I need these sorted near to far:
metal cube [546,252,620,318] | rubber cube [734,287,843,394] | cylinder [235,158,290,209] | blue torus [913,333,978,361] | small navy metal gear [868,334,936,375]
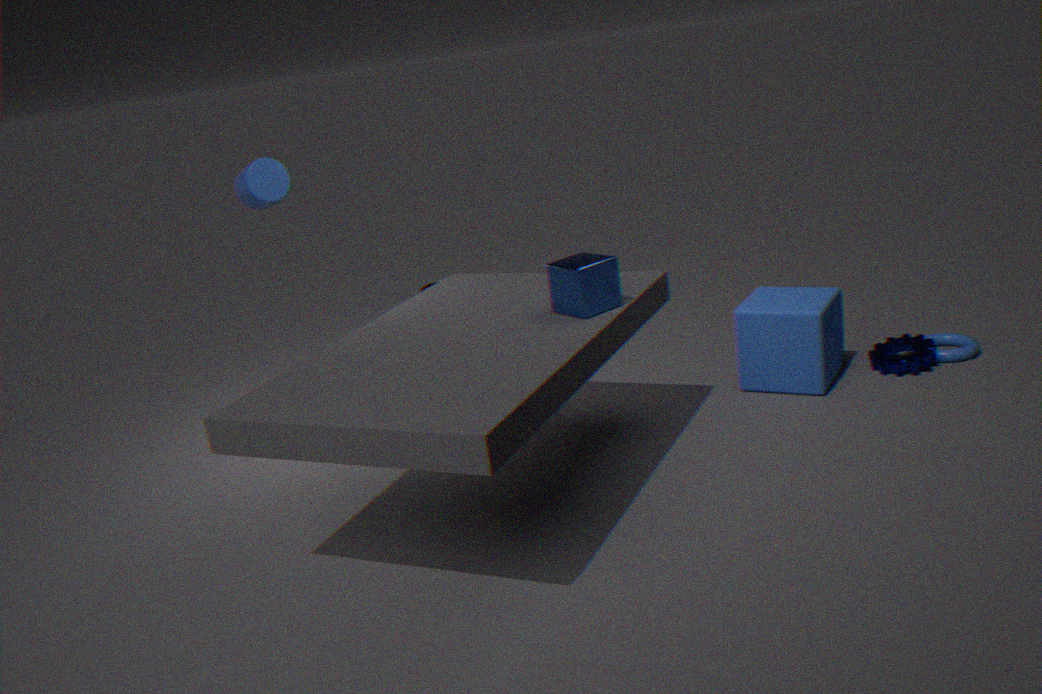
metal cube [546,252,620,318] → cylinder [235,158,290,209] → rubber cube [734,287,843,394] → small navy metal gear [868,334,936,375] → blue torus [913,333,978,361]
